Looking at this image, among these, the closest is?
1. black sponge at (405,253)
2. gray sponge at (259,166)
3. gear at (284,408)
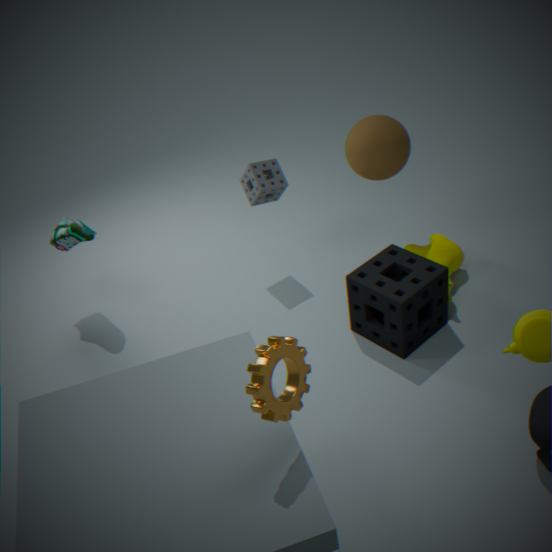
gear at (284,408)
